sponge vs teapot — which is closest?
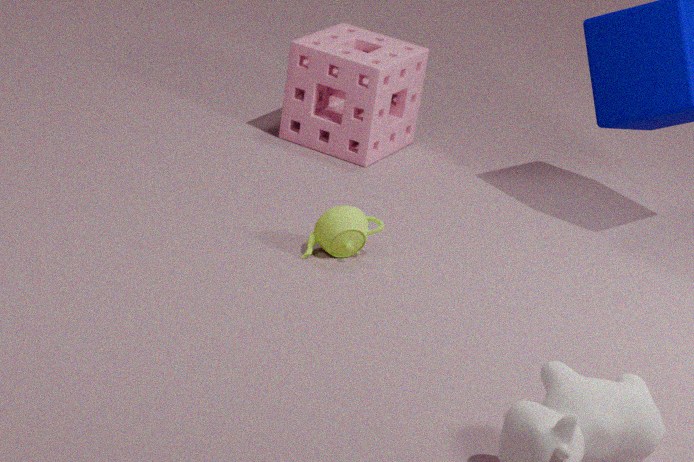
teapot
